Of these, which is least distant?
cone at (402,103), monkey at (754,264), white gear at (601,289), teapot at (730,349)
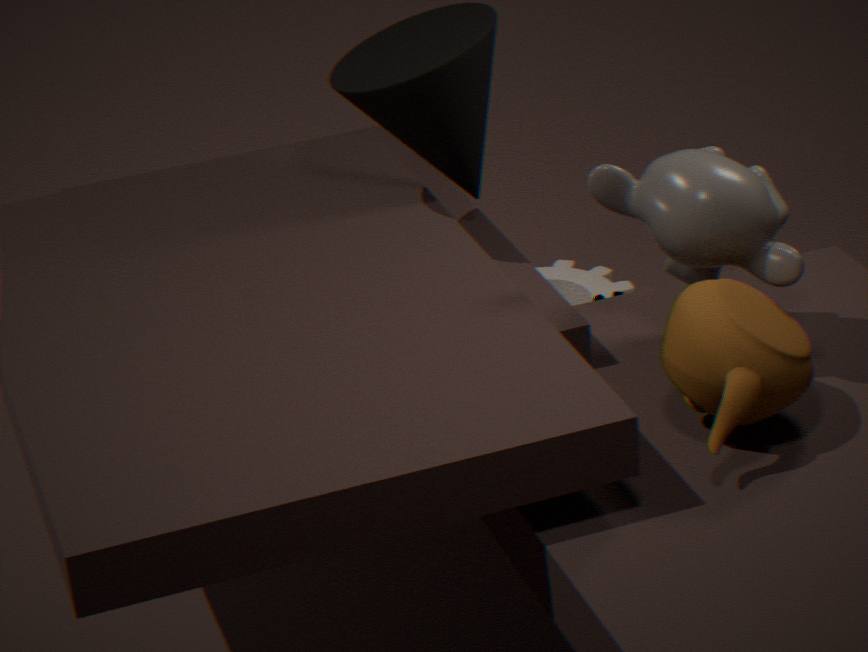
teapot at (730,349)
